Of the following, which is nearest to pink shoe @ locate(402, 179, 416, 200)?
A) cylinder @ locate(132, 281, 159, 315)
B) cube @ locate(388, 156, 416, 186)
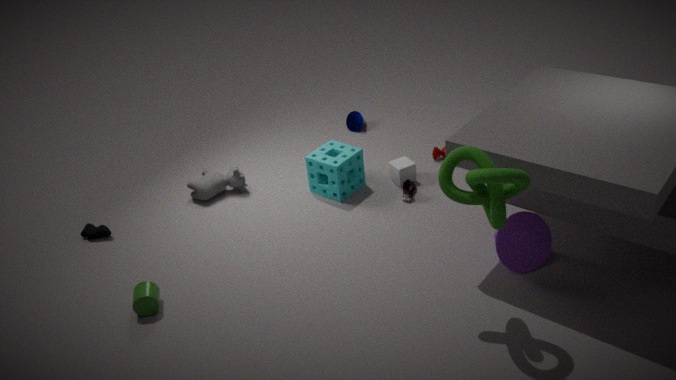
cube @ locate(388, 156, 416, 186)
